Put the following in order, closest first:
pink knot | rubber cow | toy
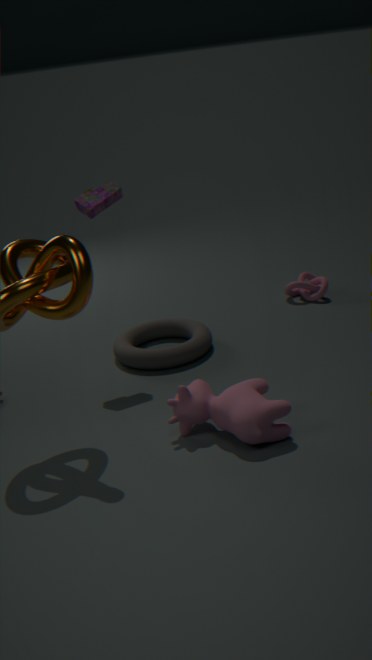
rubber cow < toy < pink knot
